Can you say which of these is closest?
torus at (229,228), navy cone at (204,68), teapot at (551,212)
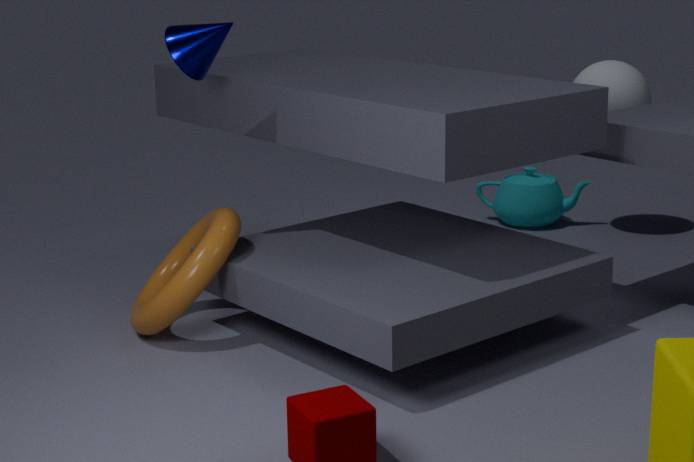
torus at (229,228)
